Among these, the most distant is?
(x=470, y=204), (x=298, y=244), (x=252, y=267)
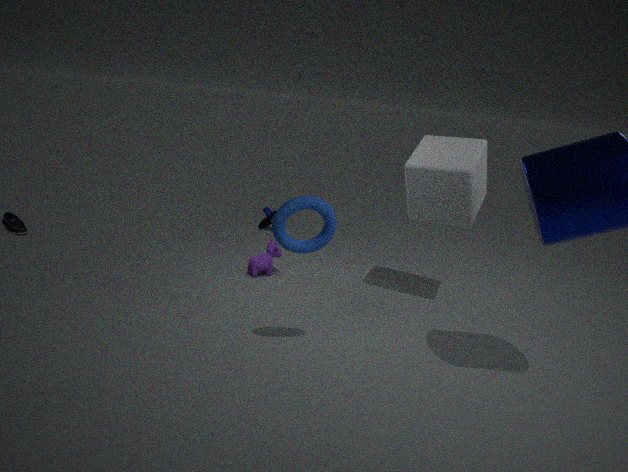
(x=252, y=267)
